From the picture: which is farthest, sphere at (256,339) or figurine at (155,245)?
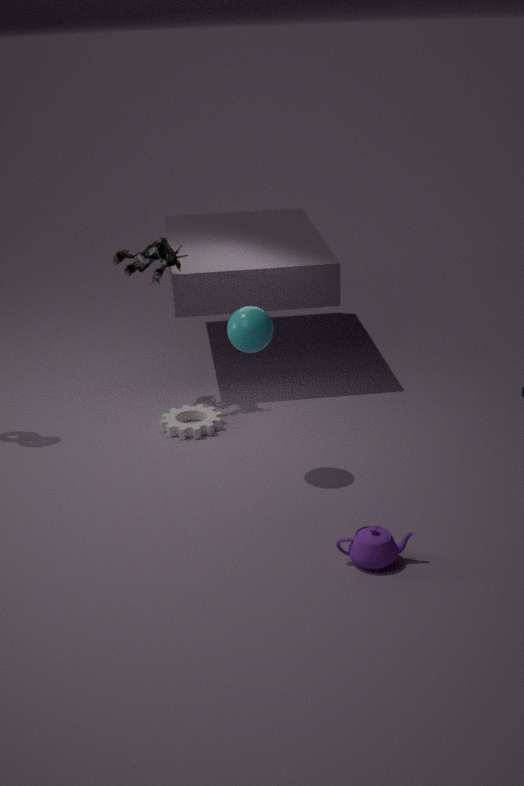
figurine at (155,245)
